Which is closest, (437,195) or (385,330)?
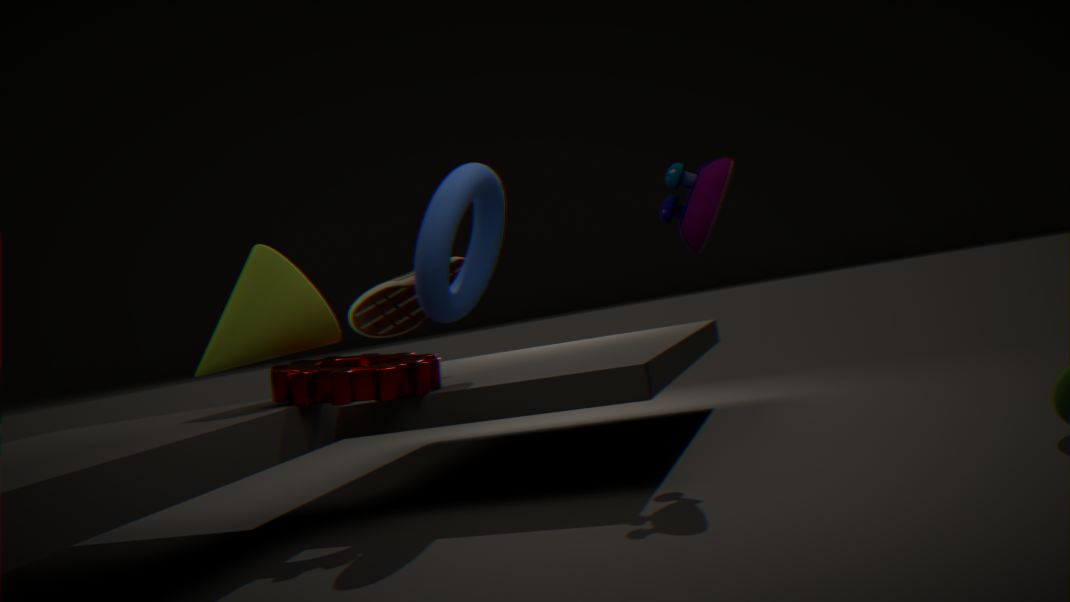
(437,195)
